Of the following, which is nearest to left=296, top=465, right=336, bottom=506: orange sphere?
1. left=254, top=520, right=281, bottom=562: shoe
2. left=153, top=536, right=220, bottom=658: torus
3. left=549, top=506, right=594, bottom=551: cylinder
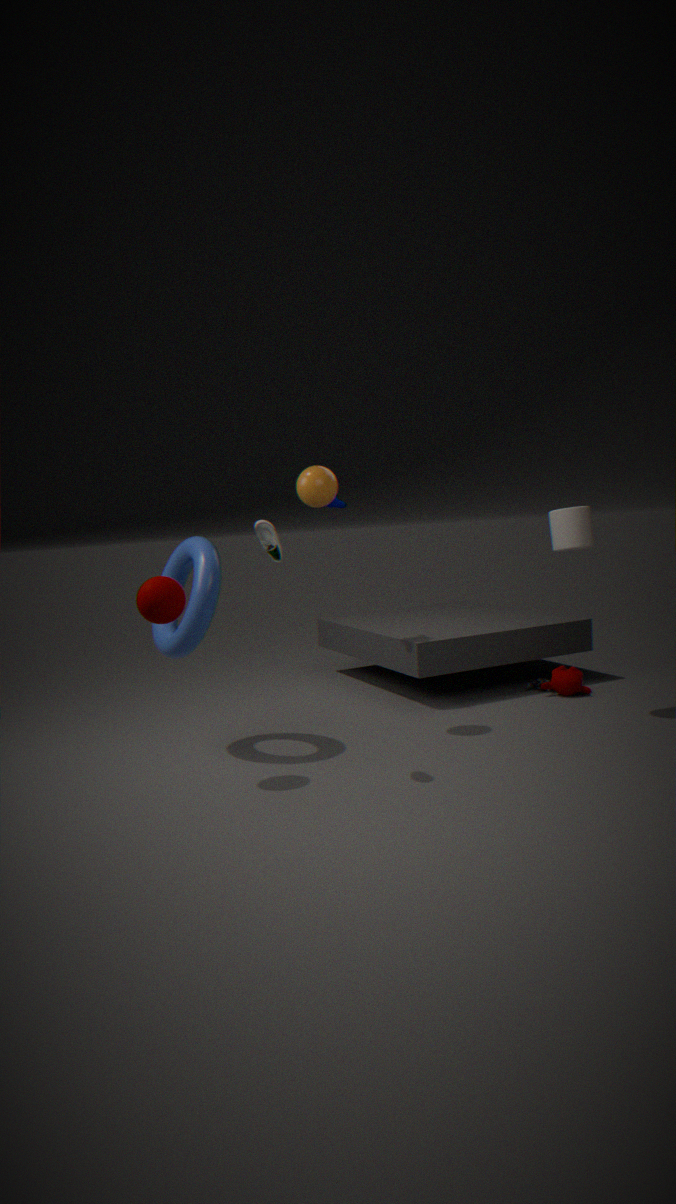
left=153, top=536, right=220, bottom=658: torus
